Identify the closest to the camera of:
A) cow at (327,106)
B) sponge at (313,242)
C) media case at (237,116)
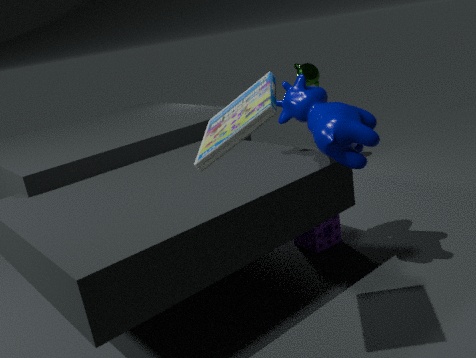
media case at (237,116)
